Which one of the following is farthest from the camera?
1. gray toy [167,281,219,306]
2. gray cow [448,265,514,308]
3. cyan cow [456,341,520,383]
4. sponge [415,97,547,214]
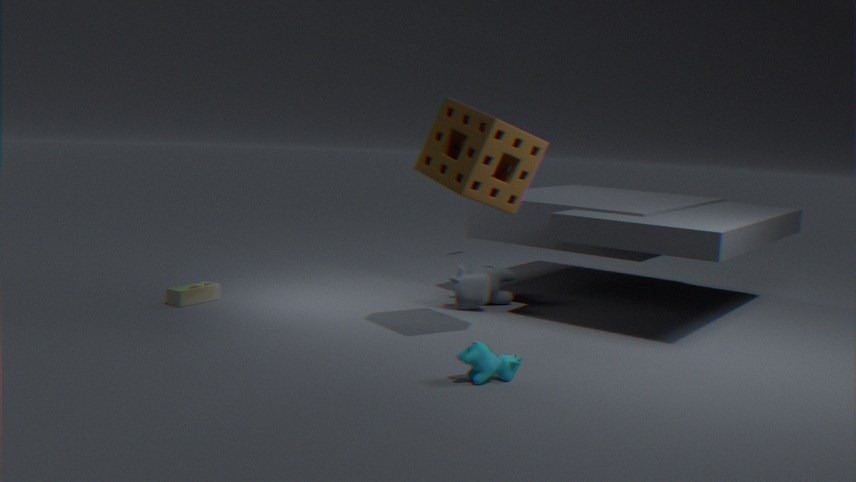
gray cow [448,265,514,308]
